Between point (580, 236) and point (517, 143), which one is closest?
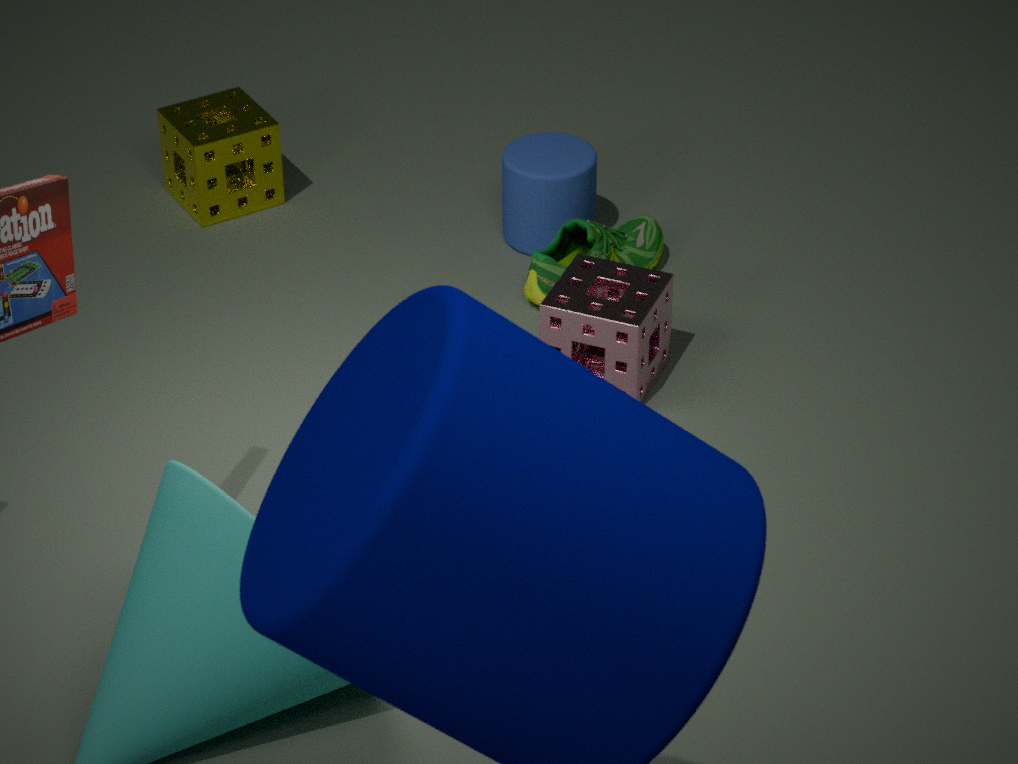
point (580, 236)
